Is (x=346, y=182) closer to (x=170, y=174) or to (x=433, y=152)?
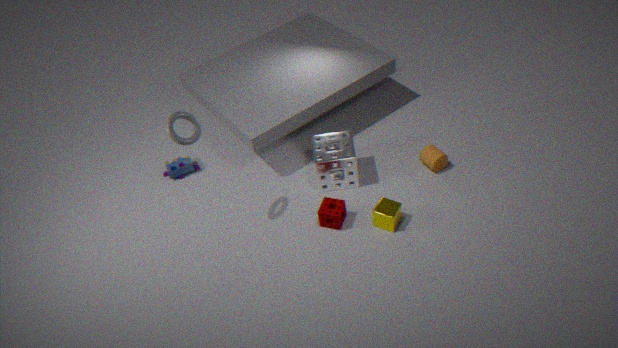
(x=433, y=152)
